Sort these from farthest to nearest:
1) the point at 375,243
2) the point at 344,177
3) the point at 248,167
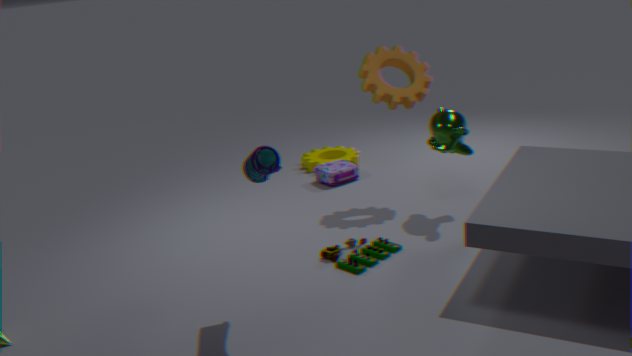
2. the point at 344,177
1. the point at 375,243
3. the point at 248,167
